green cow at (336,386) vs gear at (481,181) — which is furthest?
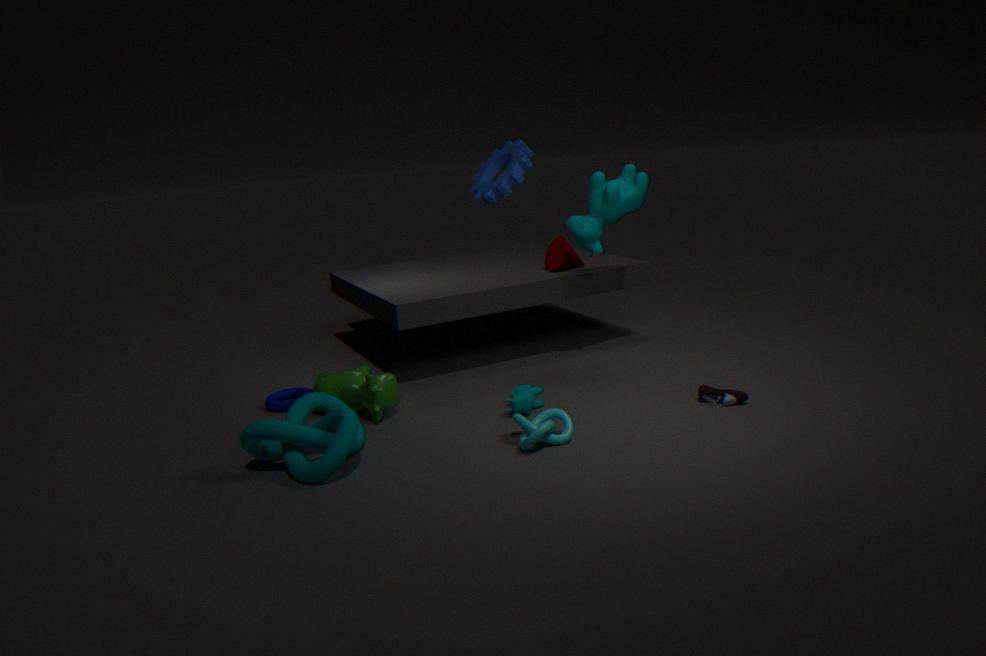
gear at (481,181)
